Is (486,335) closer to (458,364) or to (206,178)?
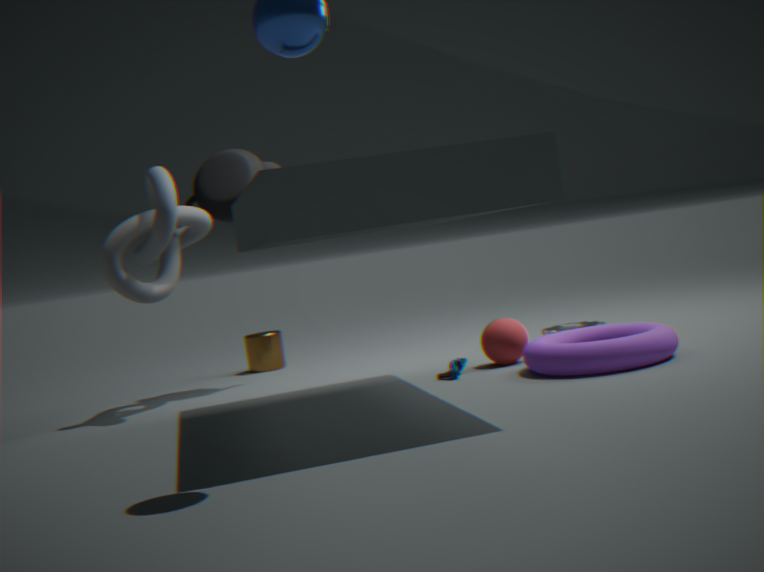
(458,364)
